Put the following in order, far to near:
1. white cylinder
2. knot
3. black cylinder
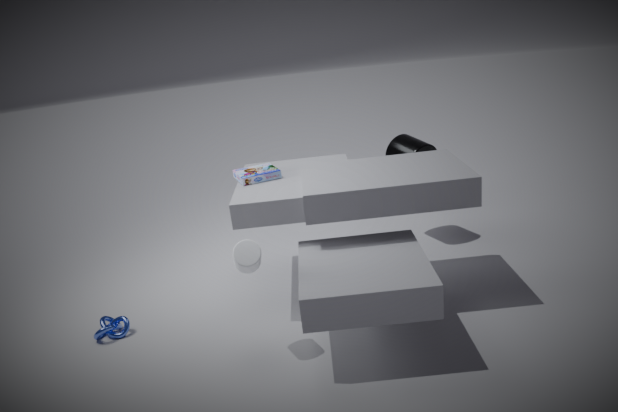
black cylinder < knot < white cylinder
